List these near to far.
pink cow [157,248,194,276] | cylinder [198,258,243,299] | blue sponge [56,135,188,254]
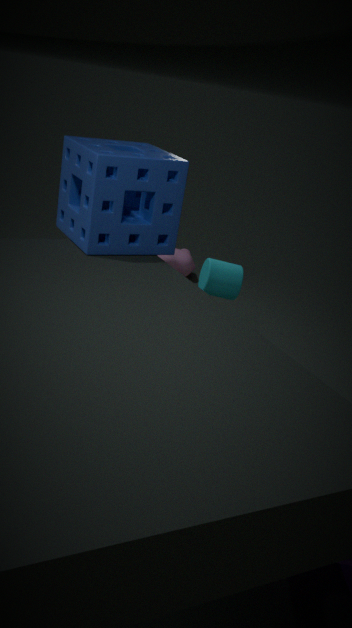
blue sponge [56,135,188,254] < cylinder [198,258,243,299] < pink cow [157,248,194,276]
